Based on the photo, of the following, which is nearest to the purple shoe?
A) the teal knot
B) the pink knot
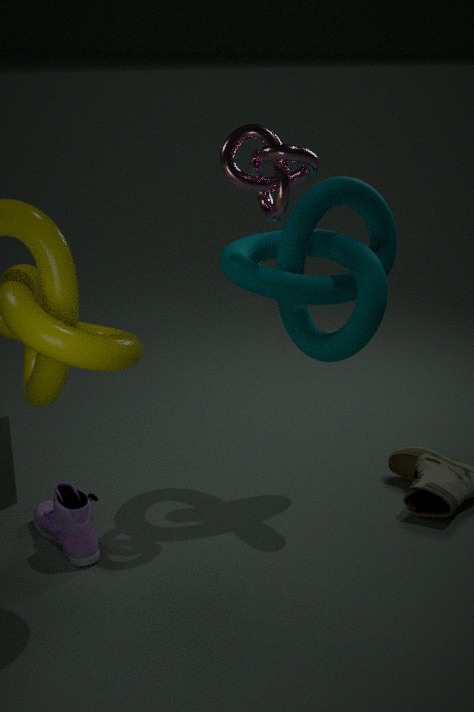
the teal knot
